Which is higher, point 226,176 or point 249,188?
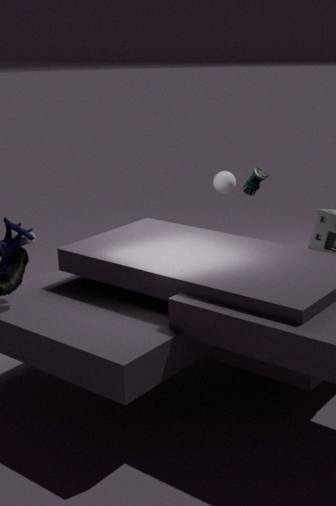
point 249,188
